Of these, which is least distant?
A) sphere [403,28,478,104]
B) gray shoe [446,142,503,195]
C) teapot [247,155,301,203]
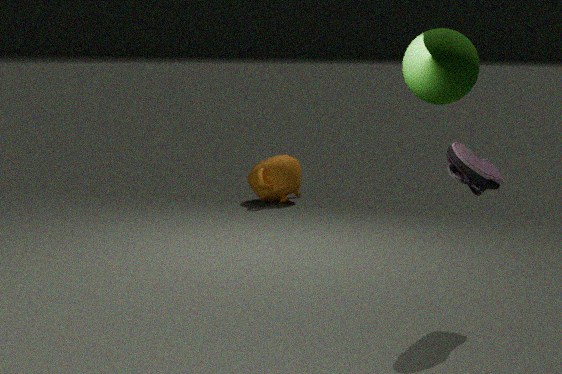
sphere [403,28,478,104]
